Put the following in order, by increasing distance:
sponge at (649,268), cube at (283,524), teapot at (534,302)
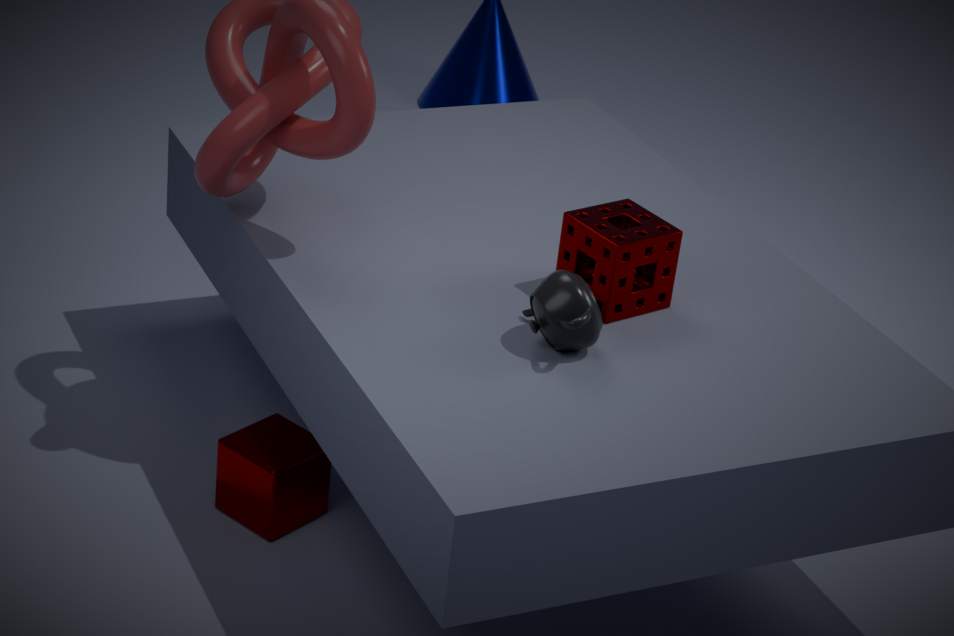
teapot at (534,302), sponge at (649,268), cube at (283,524)
